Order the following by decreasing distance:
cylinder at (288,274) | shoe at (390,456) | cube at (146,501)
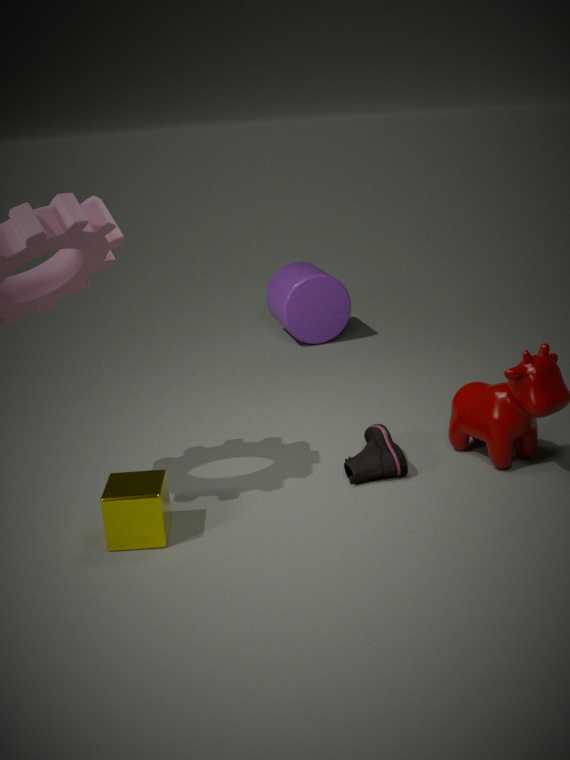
1. cylinder at (288,274)
2. shoe at (390,456)
3. cube at (146,501)
